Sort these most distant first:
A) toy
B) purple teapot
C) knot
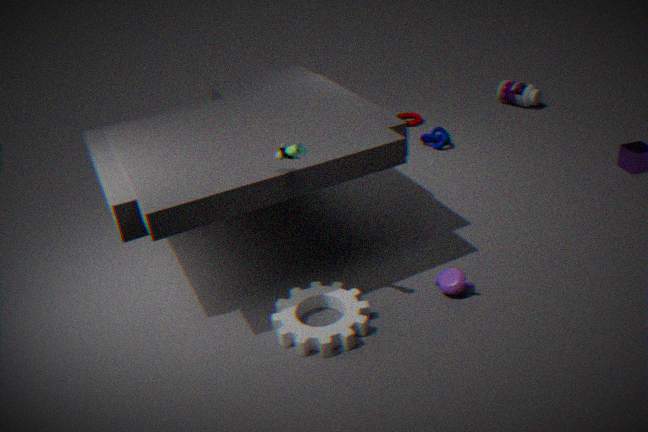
knot
purple teapot
toy
